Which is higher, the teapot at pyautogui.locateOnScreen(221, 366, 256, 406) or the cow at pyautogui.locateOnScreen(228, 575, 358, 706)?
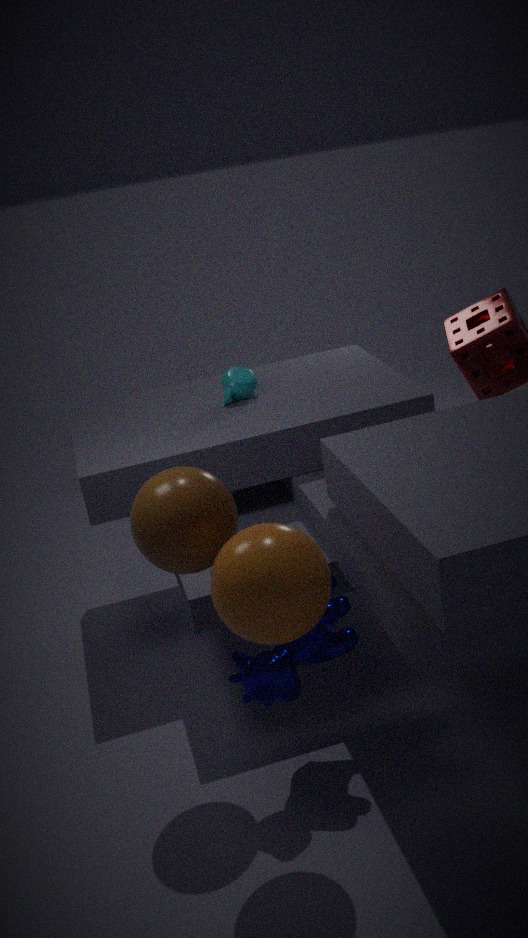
the teapot at pyautogui.locateOnScreen(221, 366, 256, 406)
